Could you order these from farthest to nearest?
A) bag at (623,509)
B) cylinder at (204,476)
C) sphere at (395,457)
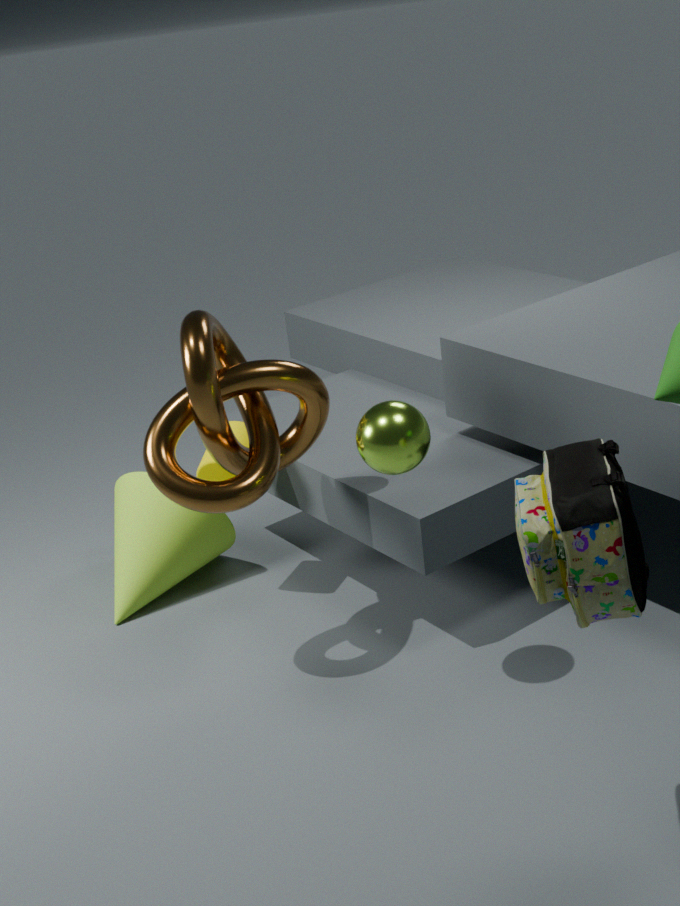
cylinder at (204,476)
sphere at (395,457)
bag at (623,509)
